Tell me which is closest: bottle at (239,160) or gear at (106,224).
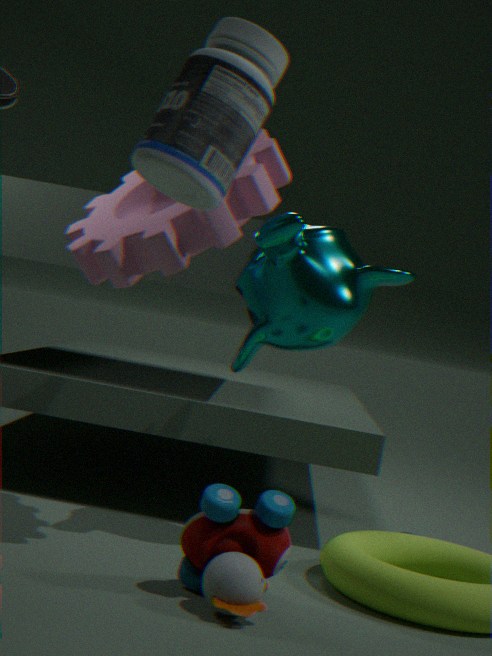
bottle at (239,160)
